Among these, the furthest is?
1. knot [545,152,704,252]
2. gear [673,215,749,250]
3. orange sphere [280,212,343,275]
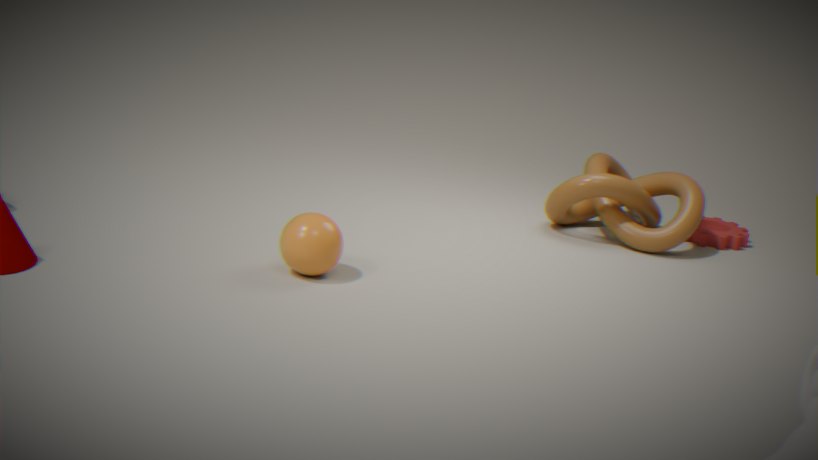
gear [673,215,749,250]
